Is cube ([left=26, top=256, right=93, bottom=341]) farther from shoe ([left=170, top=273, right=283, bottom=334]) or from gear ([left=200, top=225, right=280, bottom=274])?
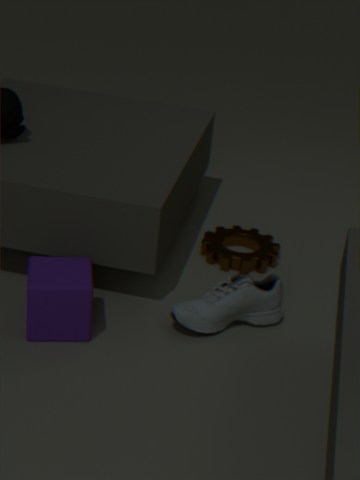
gear ([left=200, top=225, right=280, bottom=274])
